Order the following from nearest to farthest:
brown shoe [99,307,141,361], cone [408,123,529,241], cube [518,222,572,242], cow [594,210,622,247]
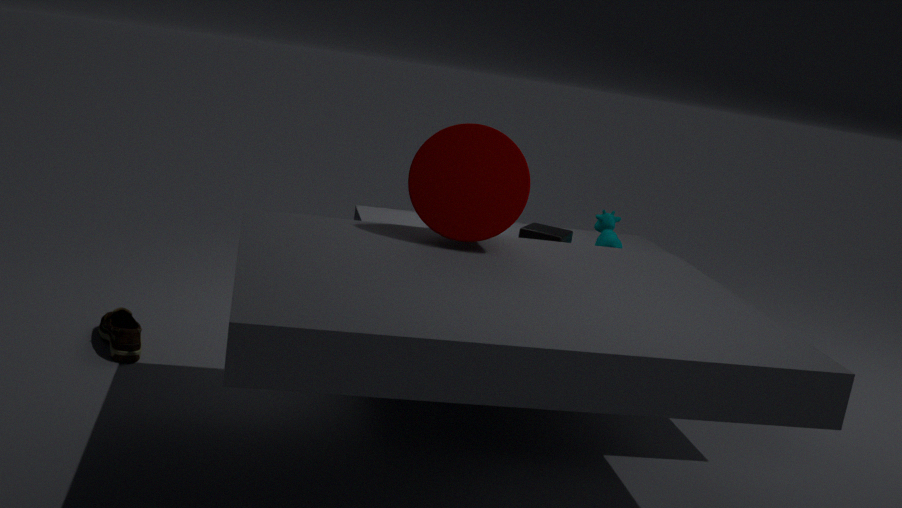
Result: cone [408,123,529,241] → brown shoe [99,307,141,361] → cube [518,222,572,242] → cow [594,210,622,247]
